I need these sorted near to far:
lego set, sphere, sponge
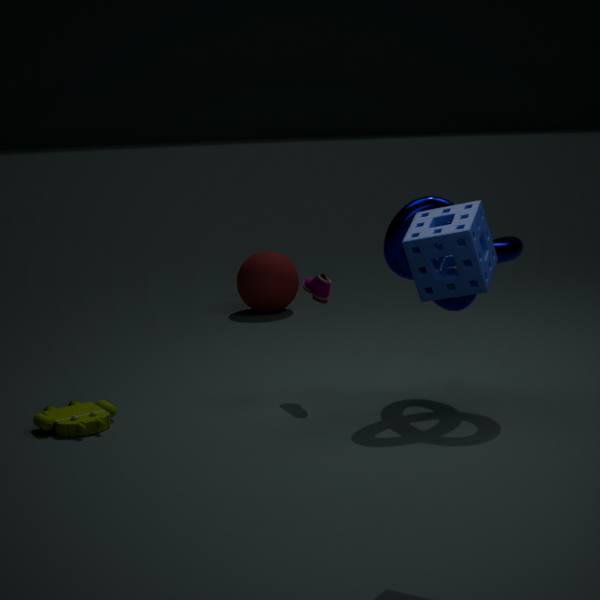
1. sponge
2. lego set
3. sphere
